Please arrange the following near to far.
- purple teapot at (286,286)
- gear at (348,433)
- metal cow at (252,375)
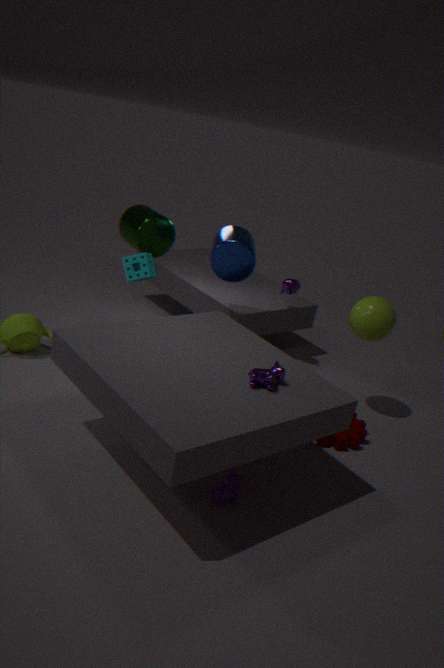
metal cow at (252,375), gear at (348,433), purple teapot at (286,286)
